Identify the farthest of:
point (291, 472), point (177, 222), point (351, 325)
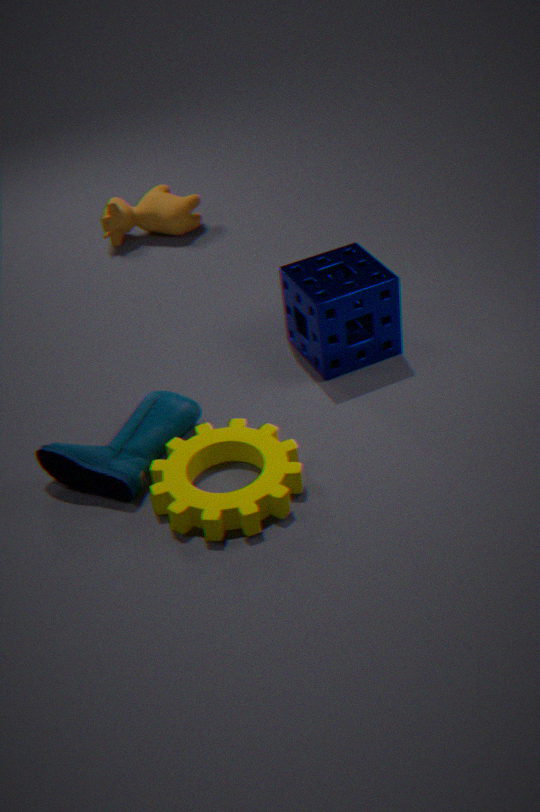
point (177, 222)
